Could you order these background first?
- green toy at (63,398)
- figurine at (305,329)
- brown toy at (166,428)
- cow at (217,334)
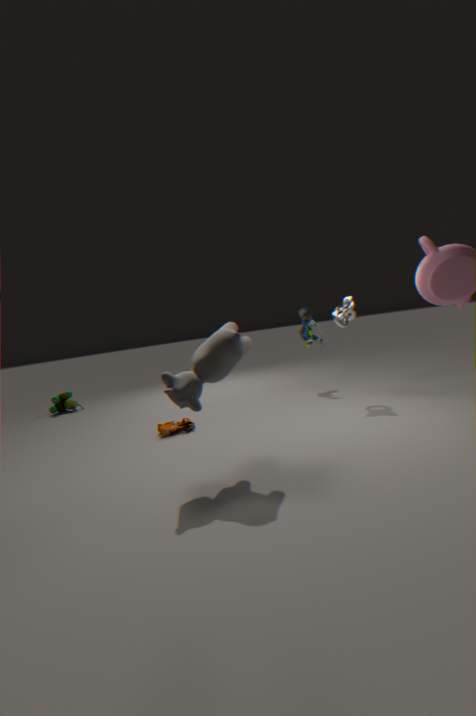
green toy at (63,398), figurine at (305,329), brown toy at (166,428), cow at (217,334)
